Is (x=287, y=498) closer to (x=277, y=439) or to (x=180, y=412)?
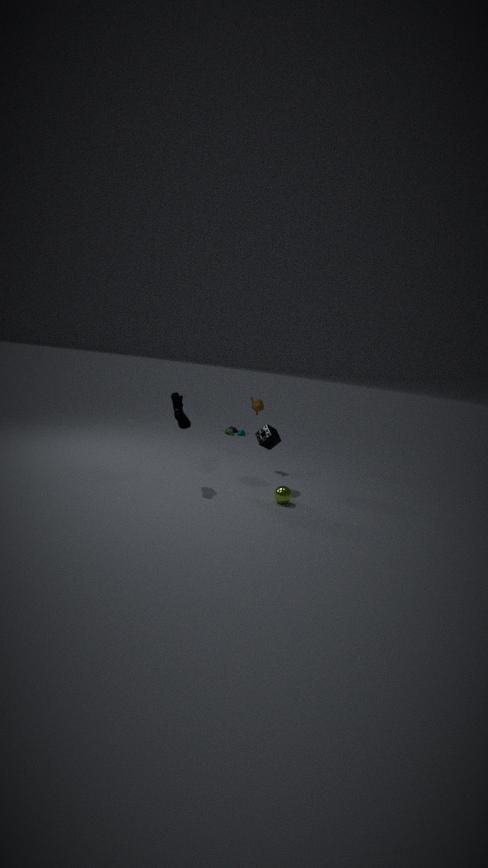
(x=277, y=439)
